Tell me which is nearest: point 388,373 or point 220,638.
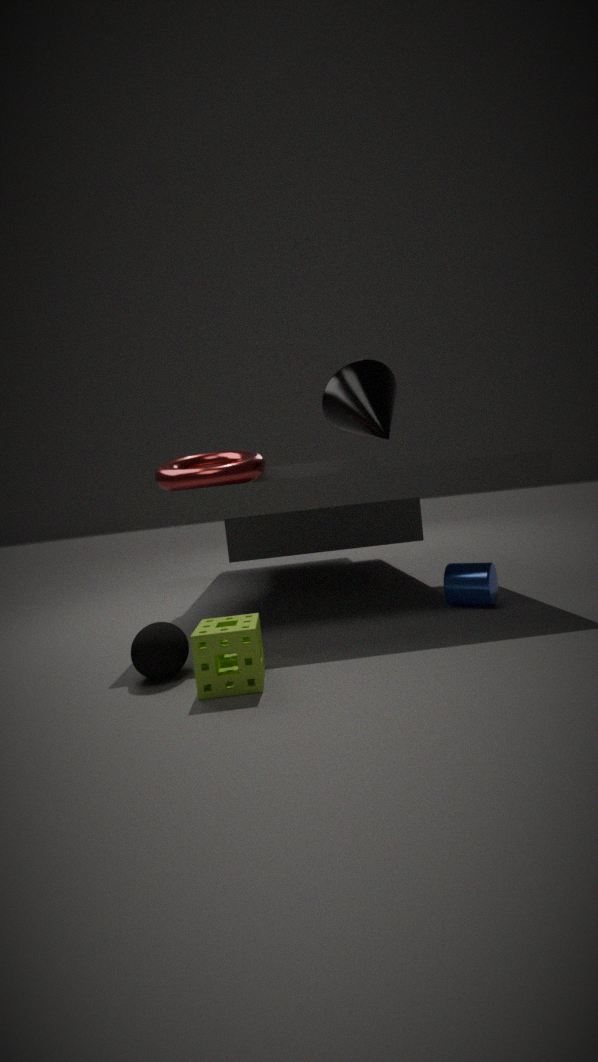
point 220,638
